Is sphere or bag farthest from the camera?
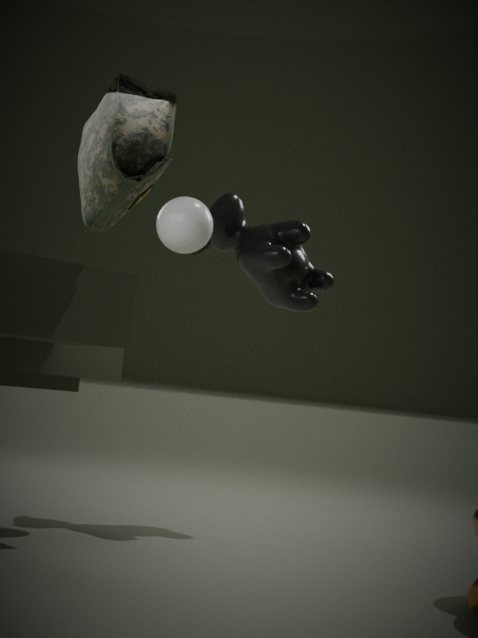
sphere
